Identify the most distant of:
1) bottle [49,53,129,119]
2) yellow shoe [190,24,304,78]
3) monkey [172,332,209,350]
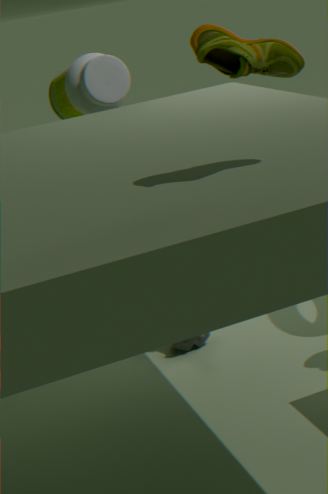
3. monkey [172,332,209,350]
